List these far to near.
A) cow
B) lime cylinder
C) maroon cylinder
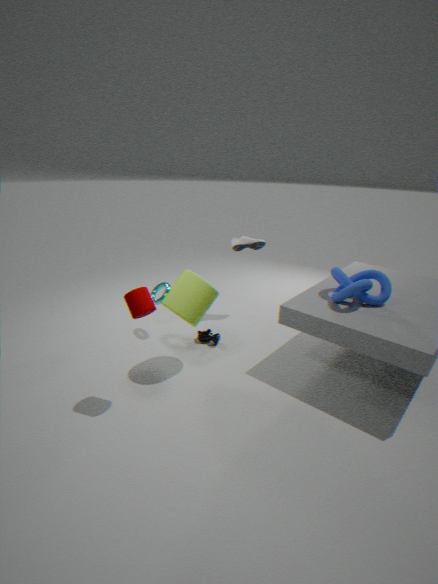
cow, lime cylinder, maroon cylinder
